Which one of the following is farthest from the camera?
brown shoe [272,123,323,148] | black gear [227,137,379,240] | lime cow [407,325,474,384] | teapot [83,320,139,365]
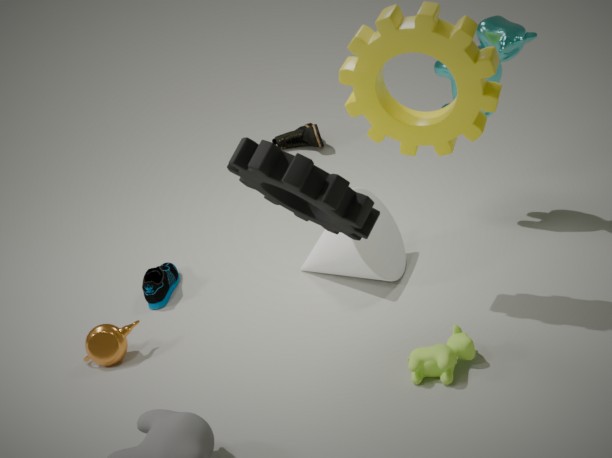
brown shoe [272,123,323,148]
